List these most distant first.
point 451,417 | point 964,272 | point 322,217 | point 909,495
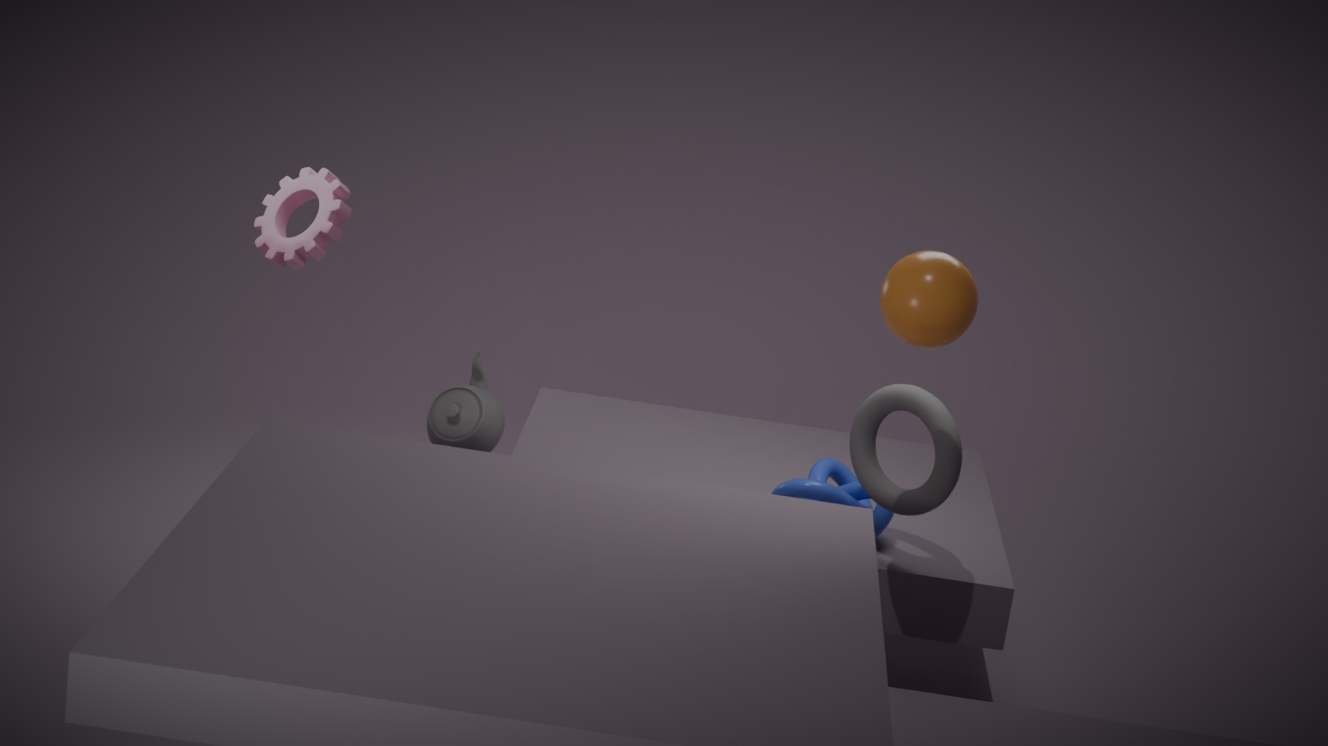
point 322,217 → point 451,417 → point 909,495 → point 964,272
